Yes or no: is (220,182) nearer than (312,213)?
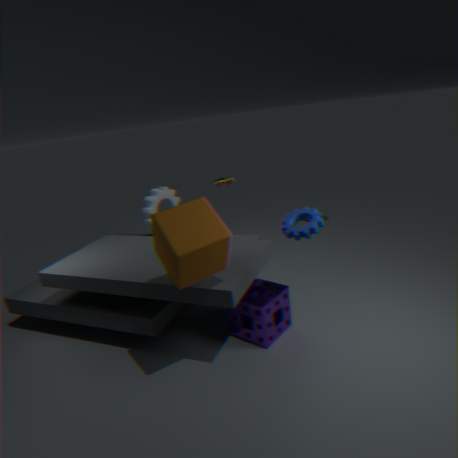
No
